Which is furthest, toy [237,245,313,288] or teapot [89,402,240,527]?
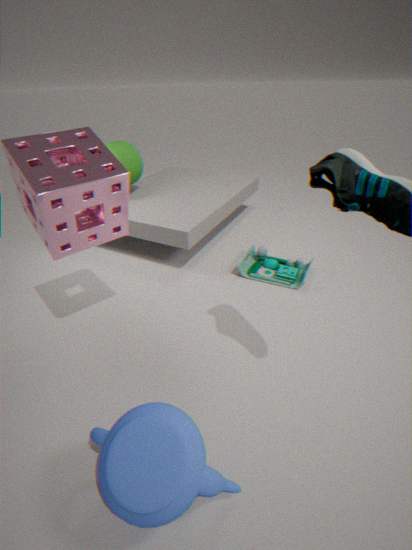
toy [237,245,313,288]
